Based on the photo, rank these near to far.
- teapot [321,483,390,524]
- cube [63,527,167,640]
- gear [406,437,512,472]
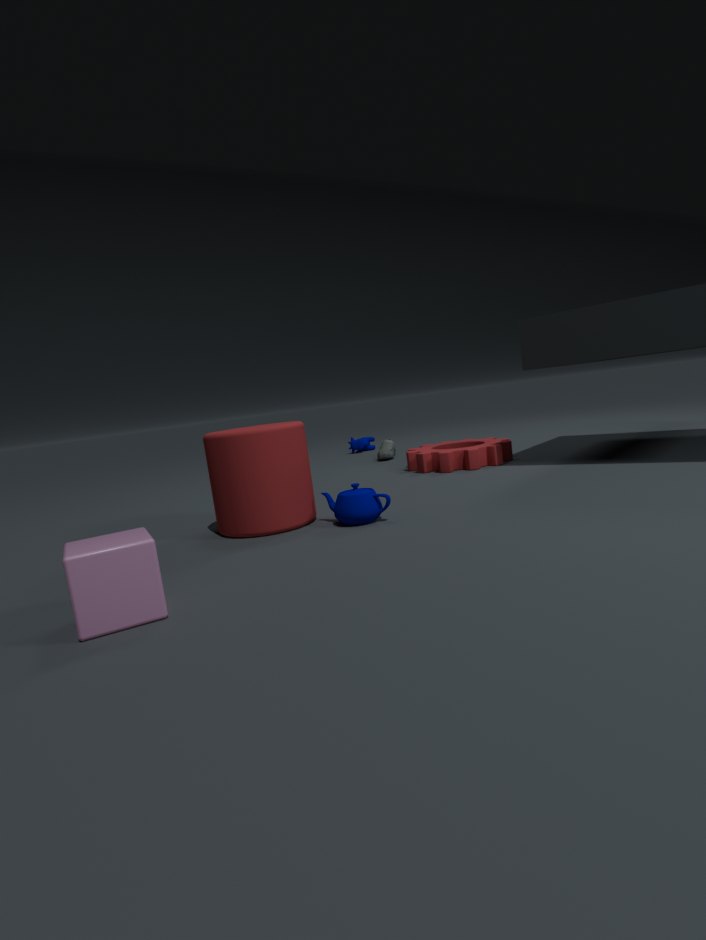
cube [63,527,167,640] → teapot [321,483,390,524] → gear [406,437,512,472]
